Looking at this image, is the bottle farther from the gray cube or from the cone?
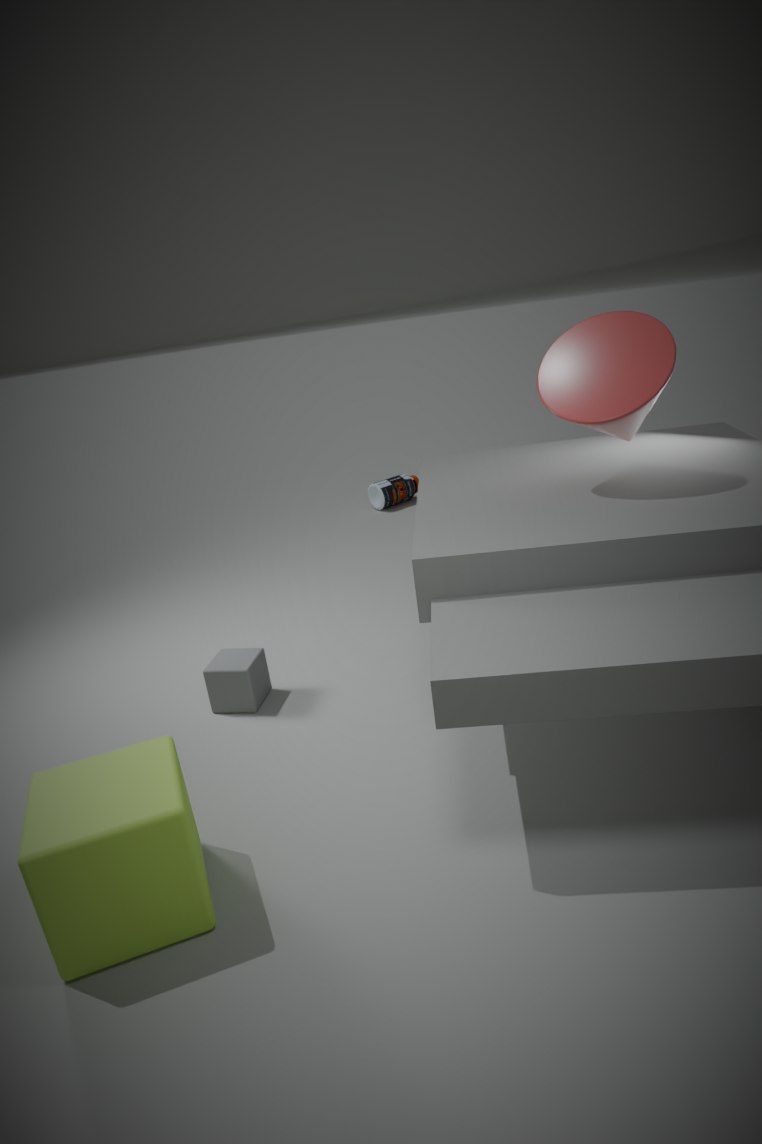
the cone
